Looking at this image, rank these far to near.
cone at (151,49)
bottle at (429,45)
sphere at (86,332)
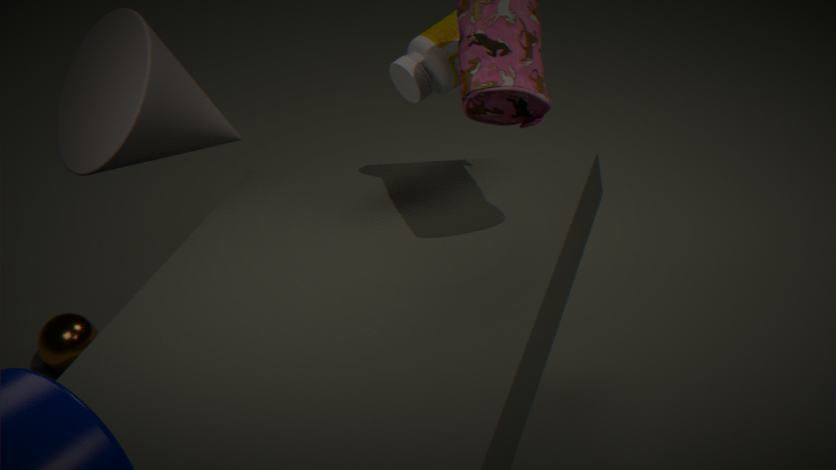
sphere at (86,332) < bottle at (429,45) < cone at (151,49)
